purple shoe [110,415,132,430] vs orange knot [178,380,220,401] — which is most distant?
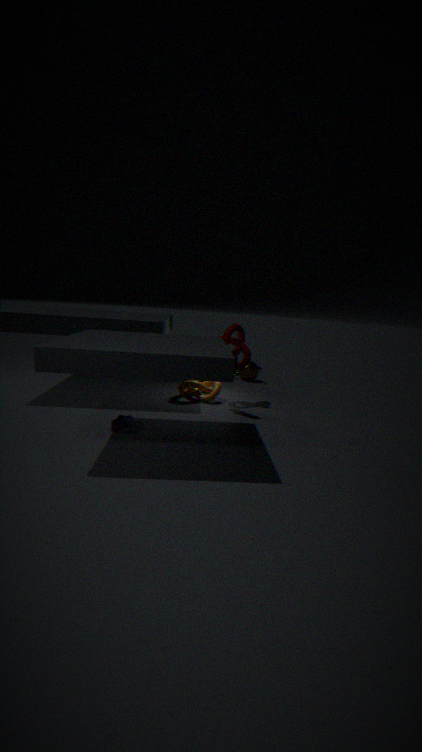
orange knot [178,380,220,401]
